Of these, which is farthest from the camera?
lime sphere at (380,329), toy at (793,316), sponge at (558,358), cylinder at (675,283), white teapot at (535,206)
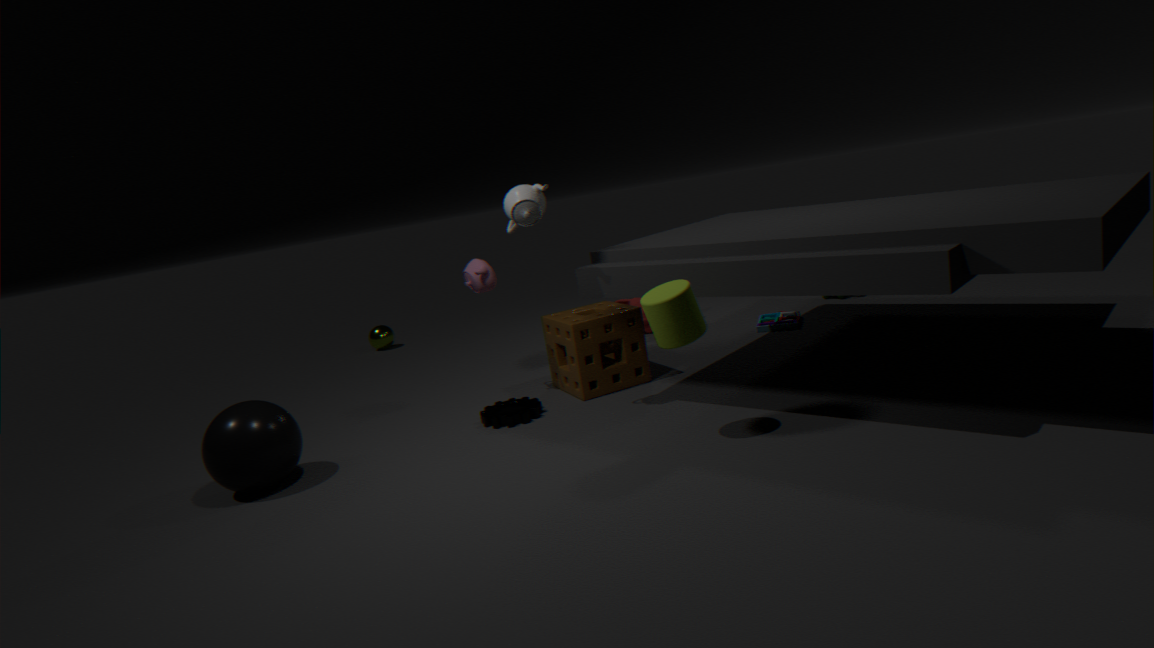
lime sphere at (380,329)
